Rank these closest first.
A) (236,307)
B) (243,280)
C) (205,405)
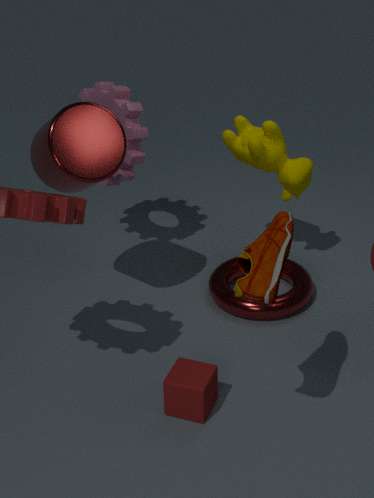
(243,280) → (205,405) → (236,307)
